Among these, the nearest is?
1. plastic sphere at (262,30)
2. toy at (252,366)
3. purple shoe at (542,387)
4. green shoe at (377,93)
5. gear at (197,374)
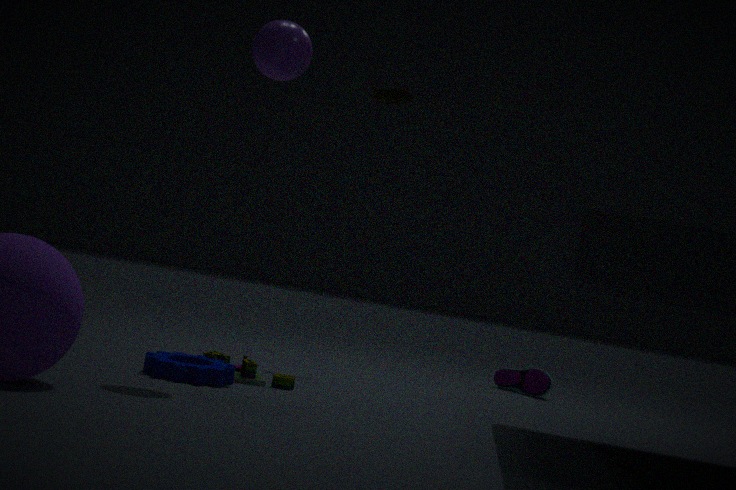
gear at (197,374)
